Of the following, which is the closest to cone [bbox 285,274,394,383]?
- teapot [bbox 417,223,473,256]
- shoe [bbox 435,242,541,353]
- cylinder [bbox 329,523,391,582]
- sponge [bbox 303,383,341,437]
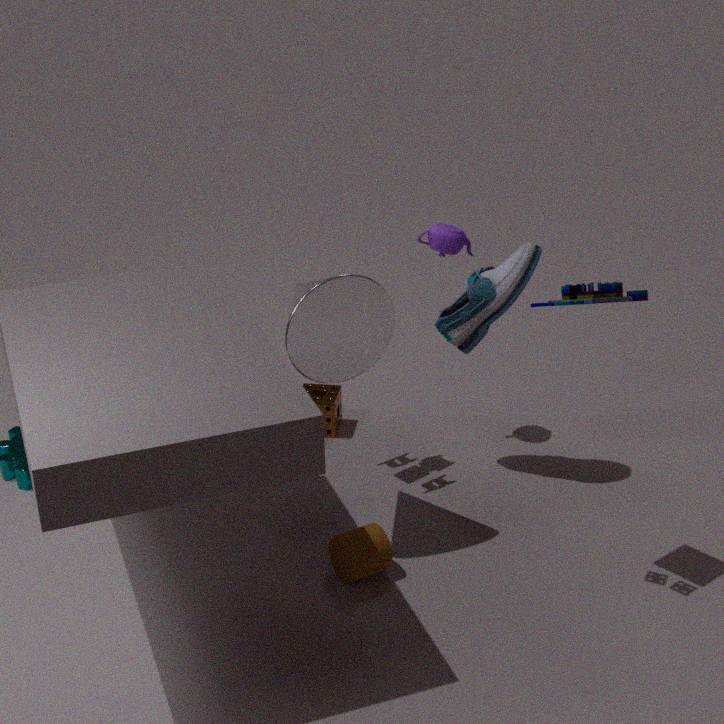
shoe [bbox 435,242,541,353]
